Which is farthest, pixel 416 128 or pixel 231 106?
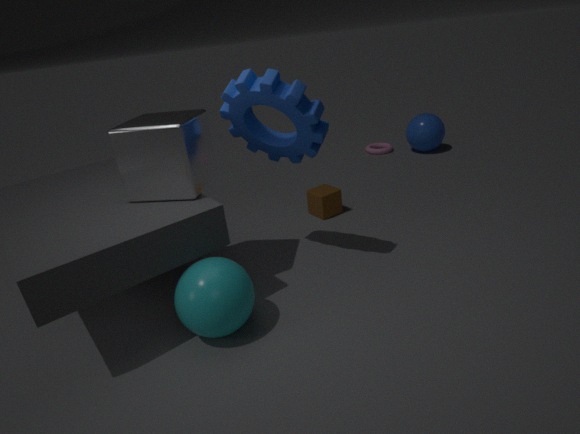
pixel 416 128
